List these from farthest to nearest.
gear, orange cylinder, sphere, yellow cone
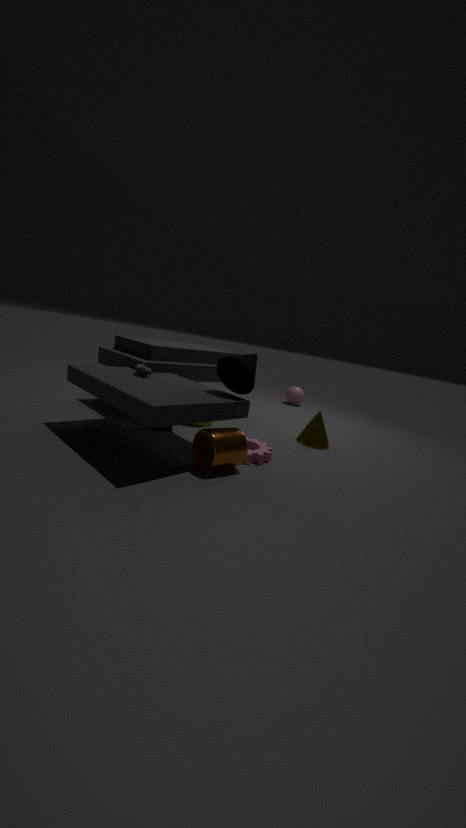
sphere, yellow cone, gear, orange cylinder
